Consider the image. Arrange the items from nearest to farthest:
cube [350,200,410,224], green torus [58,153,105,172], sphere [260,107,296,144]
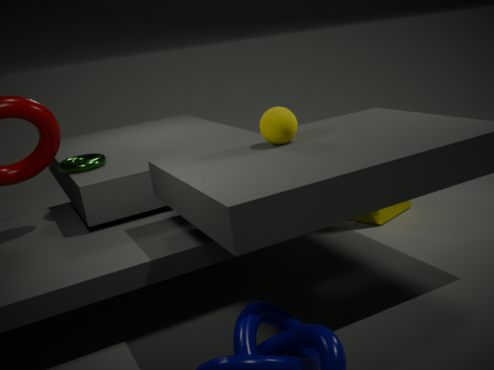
sphere [260,107,296,144]
green torus [58,153,105,172]
cube [350,200,410,224]
